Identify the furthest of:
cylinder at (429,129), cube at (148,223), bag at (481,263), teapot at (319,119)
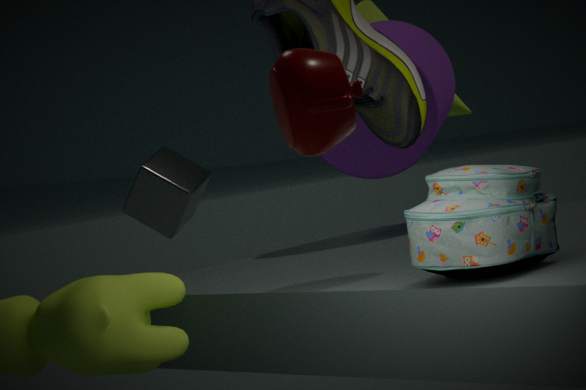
cube at (148,223)
